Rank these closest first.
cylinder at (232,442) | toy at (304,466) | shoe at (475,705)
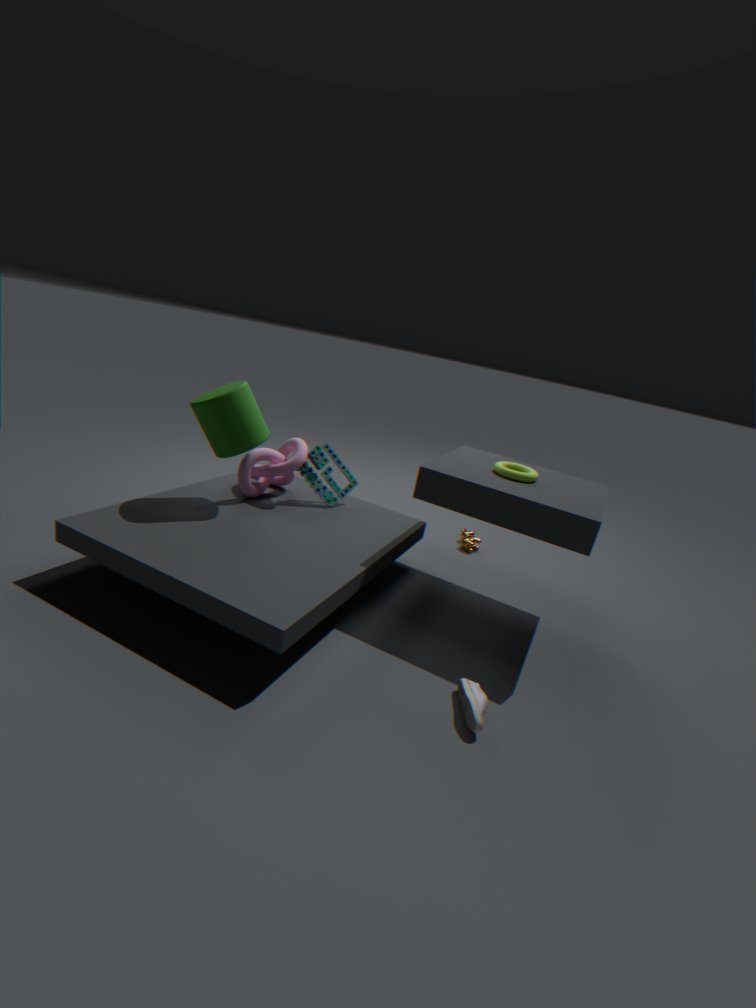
shoe at (475,705), cylinder at (232,442), toy at (304,466)
